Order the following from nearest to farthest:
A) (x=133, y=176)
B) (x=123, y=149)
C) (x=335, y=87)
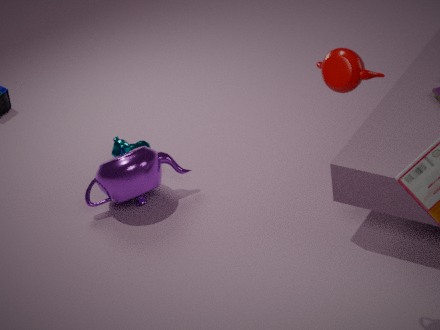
1. (x=335, y=87)
2. (x=133, y=176)
3. (x=123, y=149)
